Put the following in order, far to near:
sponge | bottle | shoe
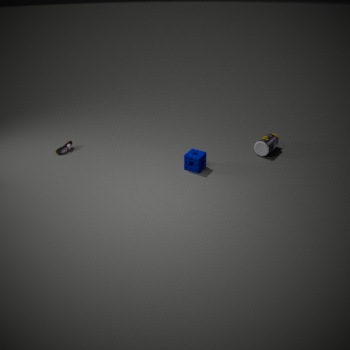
shoe
bottle
sponge
